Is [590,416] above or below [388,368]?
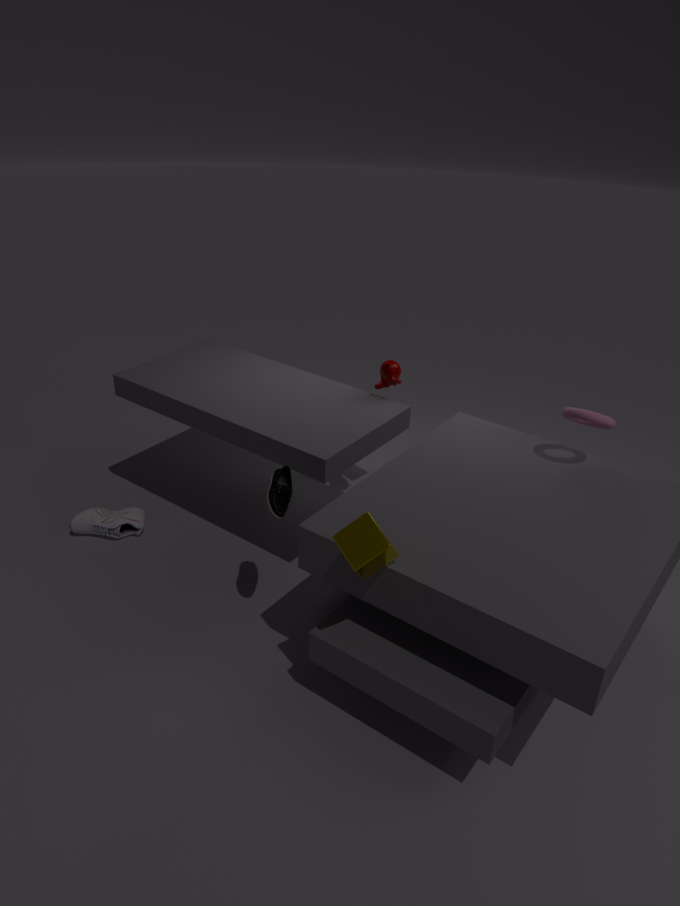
above
